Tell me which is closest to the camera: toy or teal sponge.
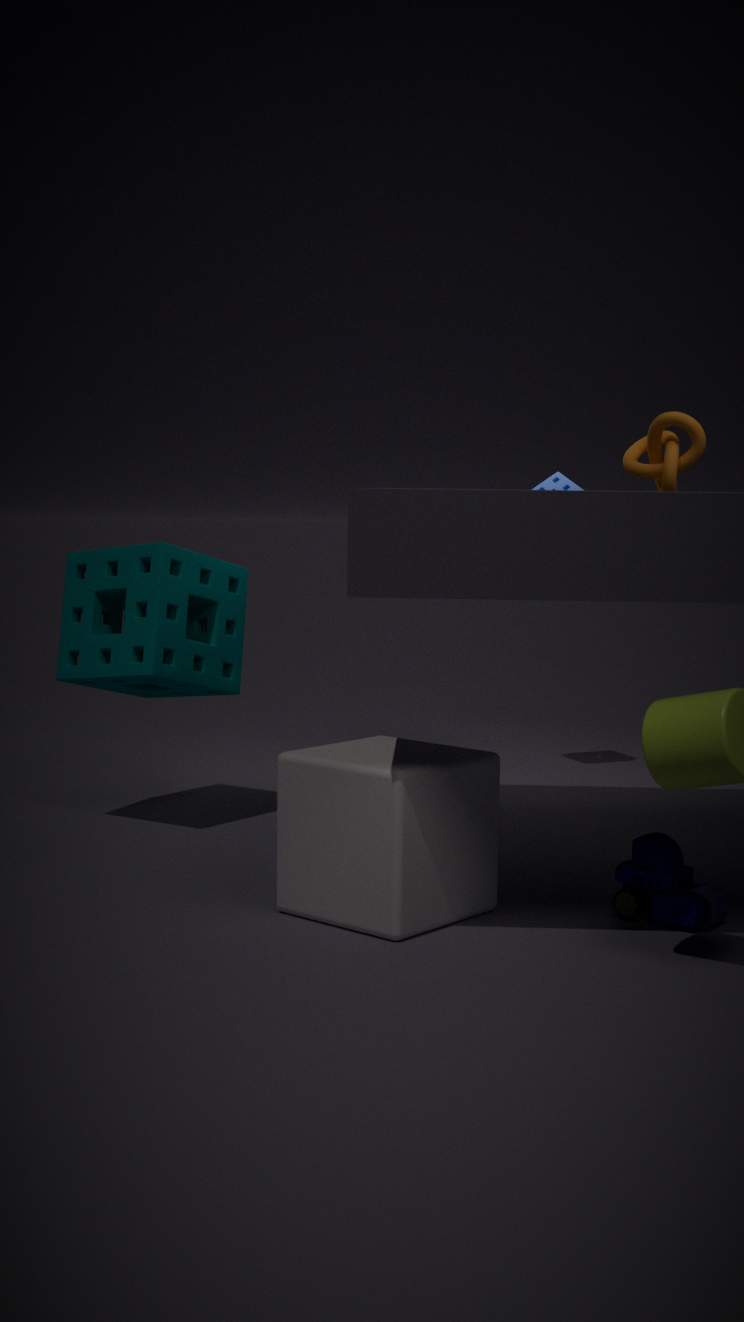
toy
